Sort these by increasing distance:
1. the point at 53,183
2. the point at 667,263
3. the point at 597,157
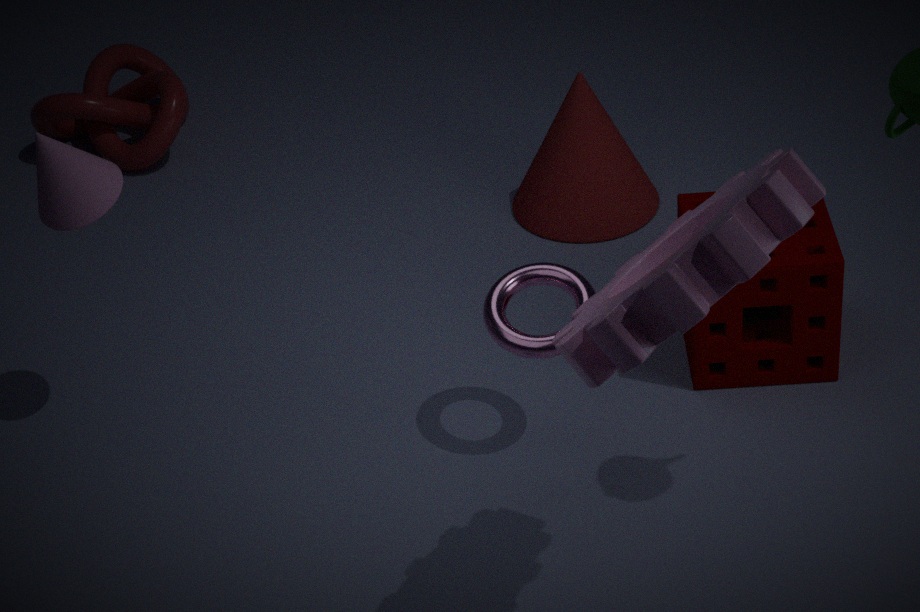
1. the point at 667,263
2. the point at 53,183
3. the point at 597,157
